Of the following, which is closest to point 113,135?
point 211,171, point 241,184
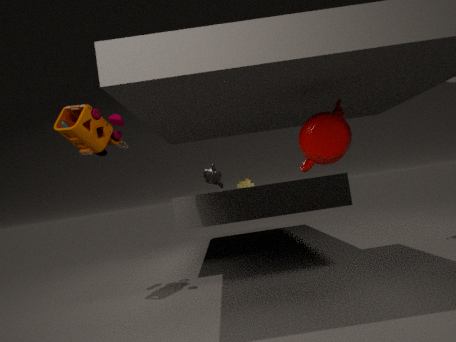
point 211,171
